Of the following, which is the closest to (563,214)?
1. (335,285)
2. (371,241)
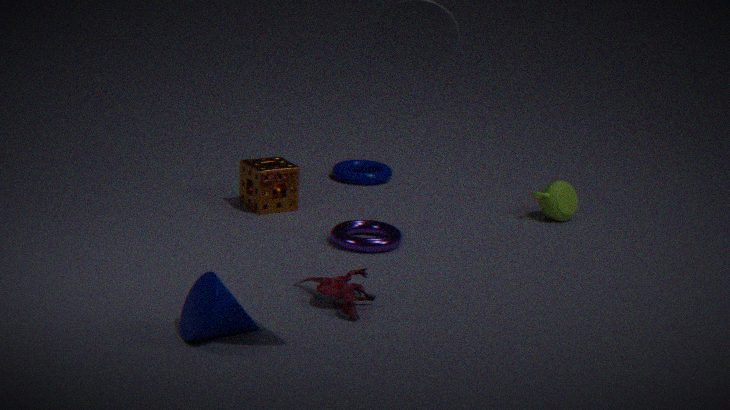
(371,241)
